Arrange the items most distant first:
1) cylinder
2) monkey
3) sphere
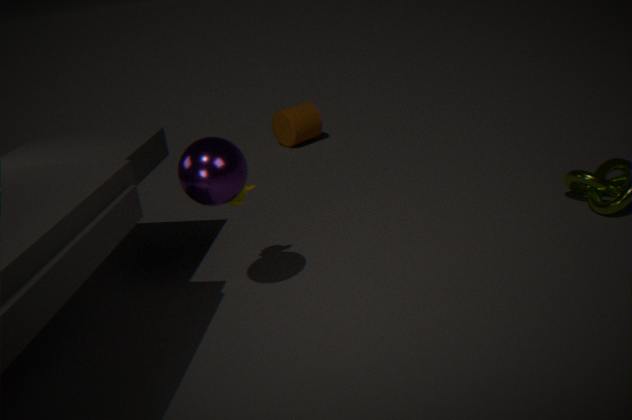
1. cylinder → 2. monkey → 3. sphere
